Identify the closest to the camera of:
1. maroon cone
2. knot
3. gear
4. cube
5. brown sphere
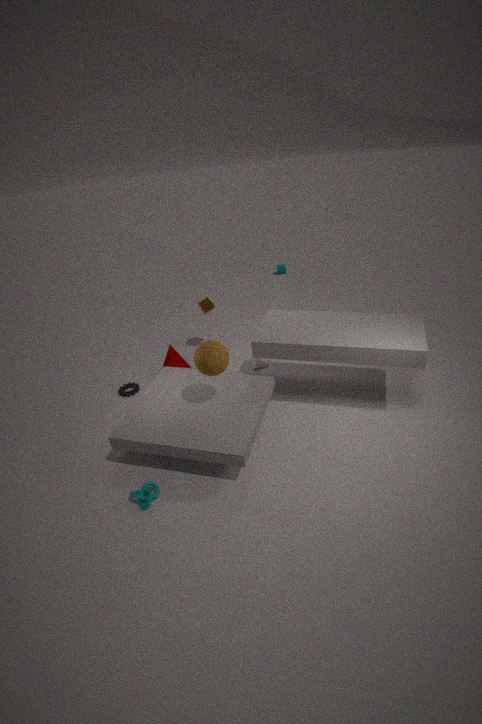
knot
